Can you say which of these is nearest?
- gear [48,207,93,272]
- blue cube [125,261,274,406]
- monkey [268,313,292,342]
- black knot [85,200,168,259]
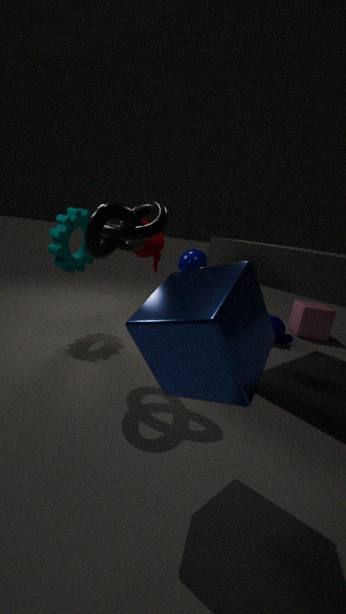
blue cube [125,261,274,406]
